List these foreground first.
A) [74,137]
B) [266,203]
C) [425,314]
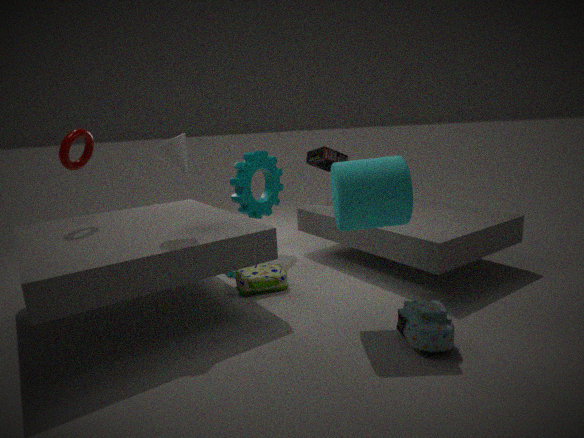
[425,314], [74,137], [266,203]
